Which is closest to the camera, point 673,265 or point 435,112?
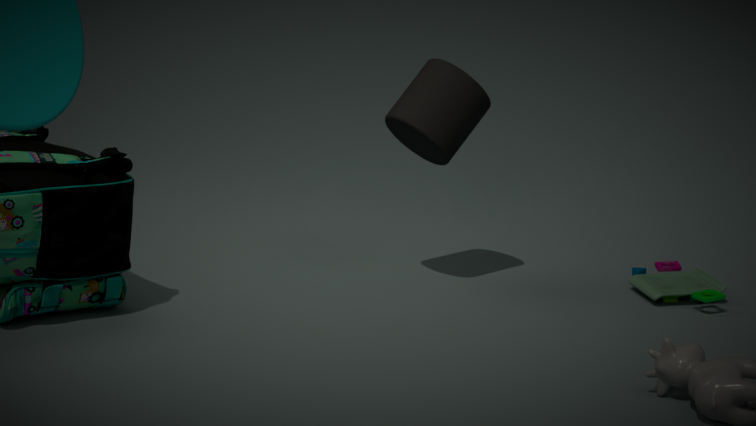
point 435,112
